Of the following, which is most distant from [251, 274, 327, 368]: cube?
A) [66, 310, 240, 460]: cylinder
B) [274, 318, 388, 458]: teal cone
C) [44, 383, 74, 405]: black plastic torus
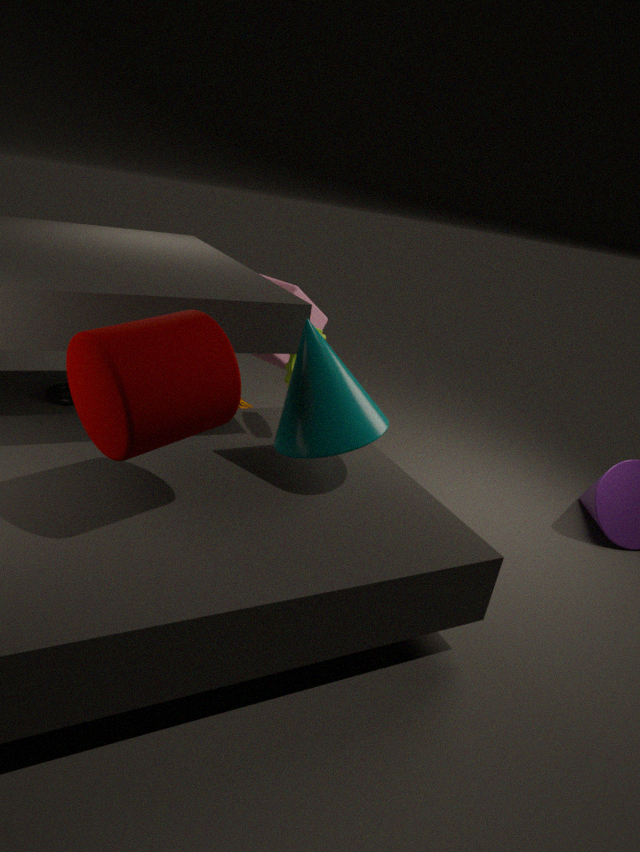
[66, 310, 240, 460]: cylinder
